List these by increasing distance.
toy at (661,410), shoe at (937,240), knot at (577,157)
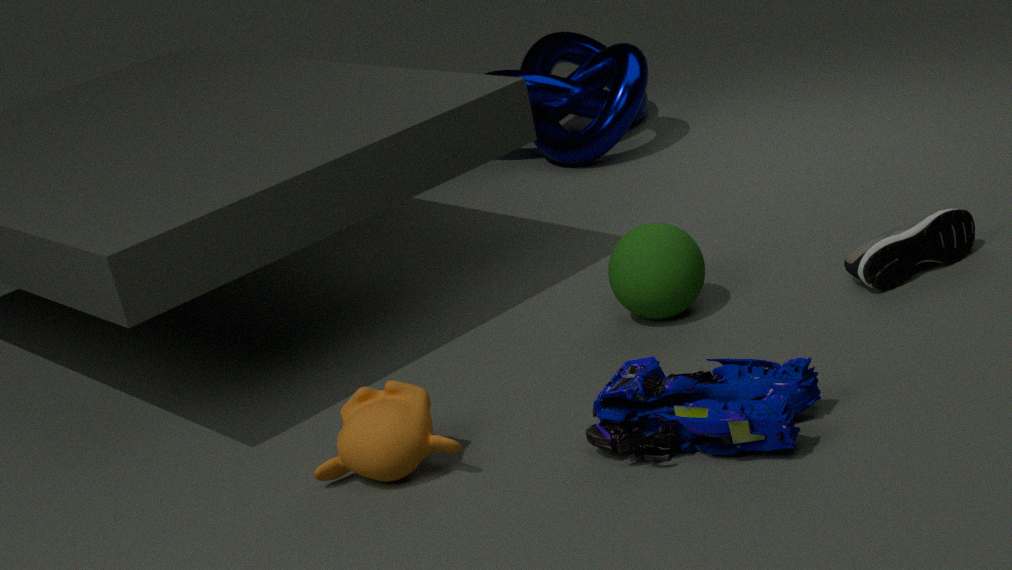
toy at (661,410) < shoe at (937,240) < knot at (577,157)
